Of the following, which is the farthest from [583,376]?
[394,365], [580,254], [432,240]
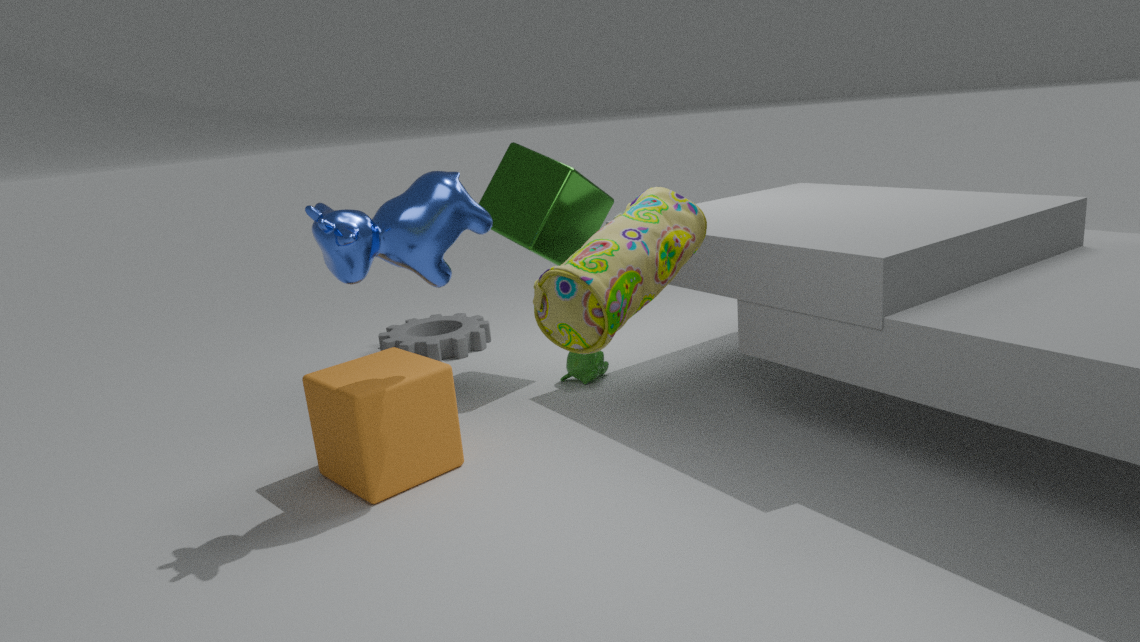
[580,254]
